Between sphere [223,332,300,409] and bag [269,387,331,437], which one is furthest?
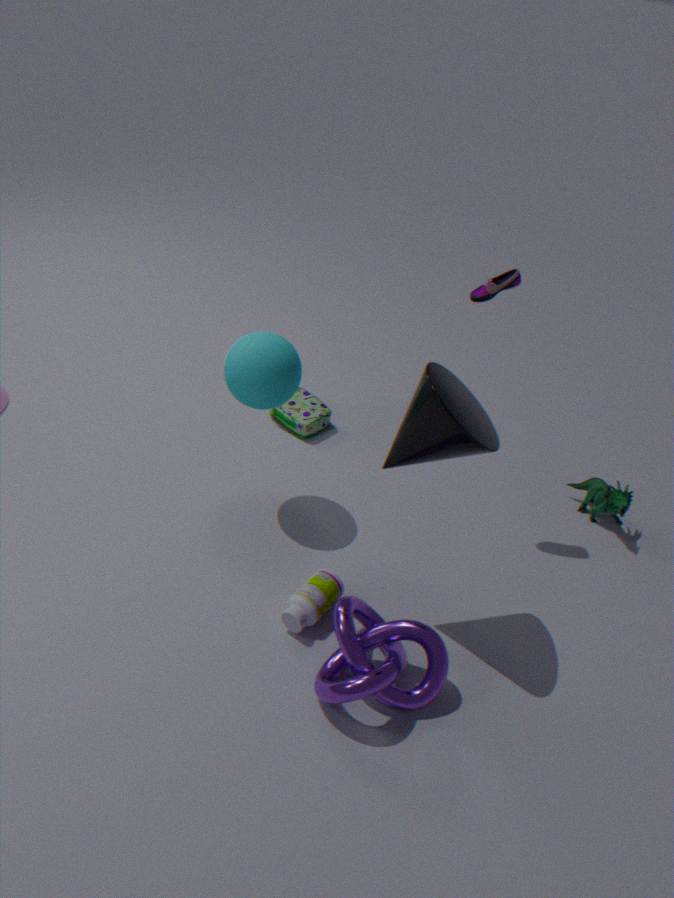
bag [269,387,331,437]
